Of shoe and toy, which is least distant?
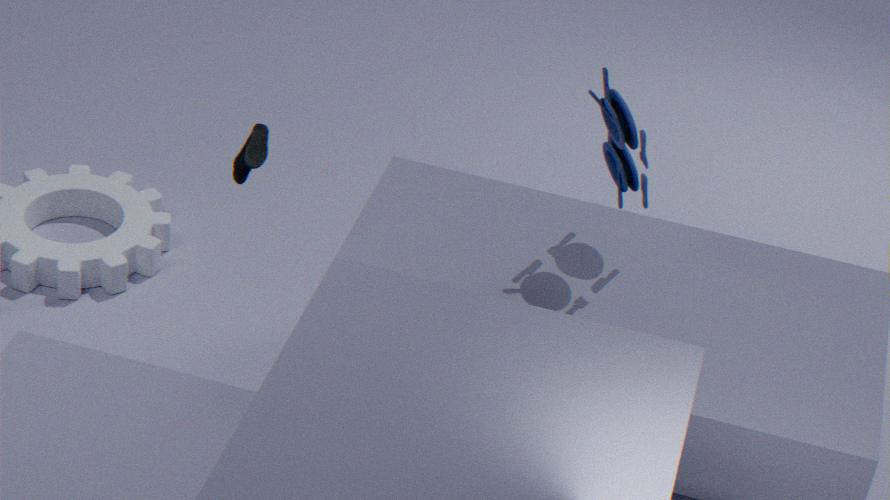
toy
